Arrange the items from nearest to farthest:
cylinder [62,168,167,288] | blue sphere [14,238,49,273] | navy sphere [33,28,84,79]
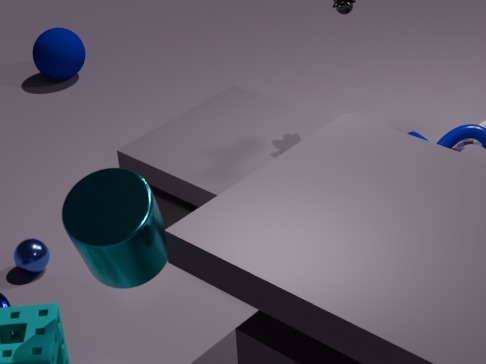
cylinder [62,168,167,288]
blue sphere [14,238,49,273]
navy sphere [33,28,84,79]
